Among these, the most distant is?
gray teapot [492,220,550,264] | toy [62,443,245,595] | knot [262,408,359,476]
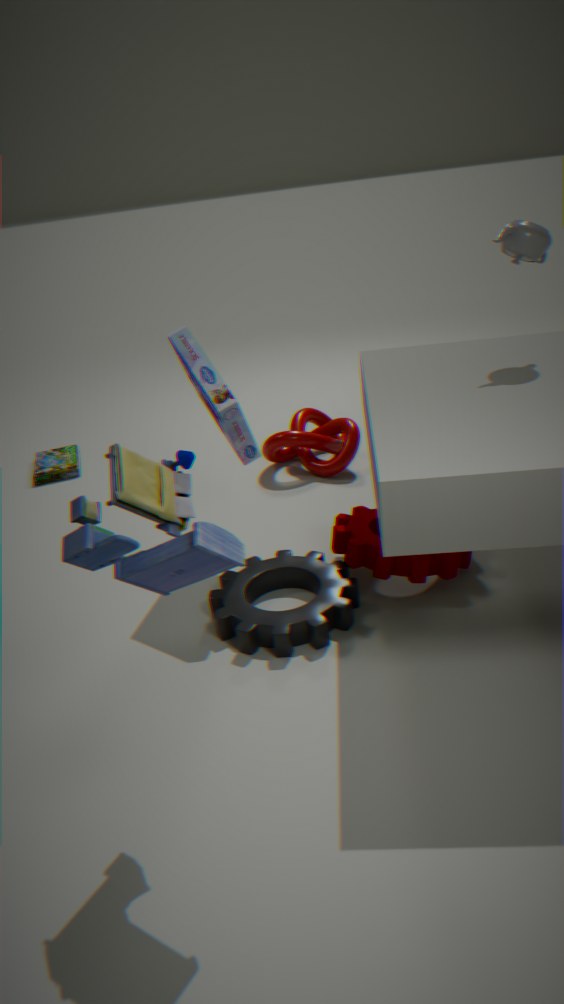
knot [262,408,359,476]
